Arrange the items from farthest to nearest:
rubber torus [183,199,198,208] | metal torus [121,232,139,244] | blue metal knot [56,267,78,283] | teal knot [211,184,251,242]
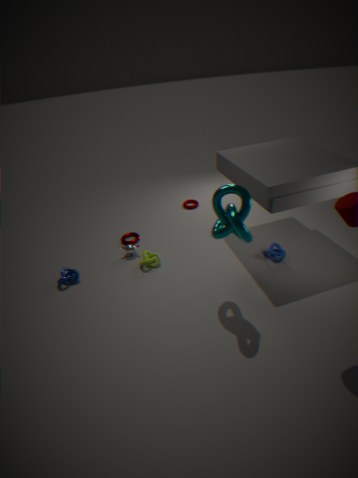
1. rubber torus [183,199,198,208]
2. metal torus [121,232,139,244]
3. blue metal knot [56,267,78,283]
4. teal knot [211,184,251,242]
